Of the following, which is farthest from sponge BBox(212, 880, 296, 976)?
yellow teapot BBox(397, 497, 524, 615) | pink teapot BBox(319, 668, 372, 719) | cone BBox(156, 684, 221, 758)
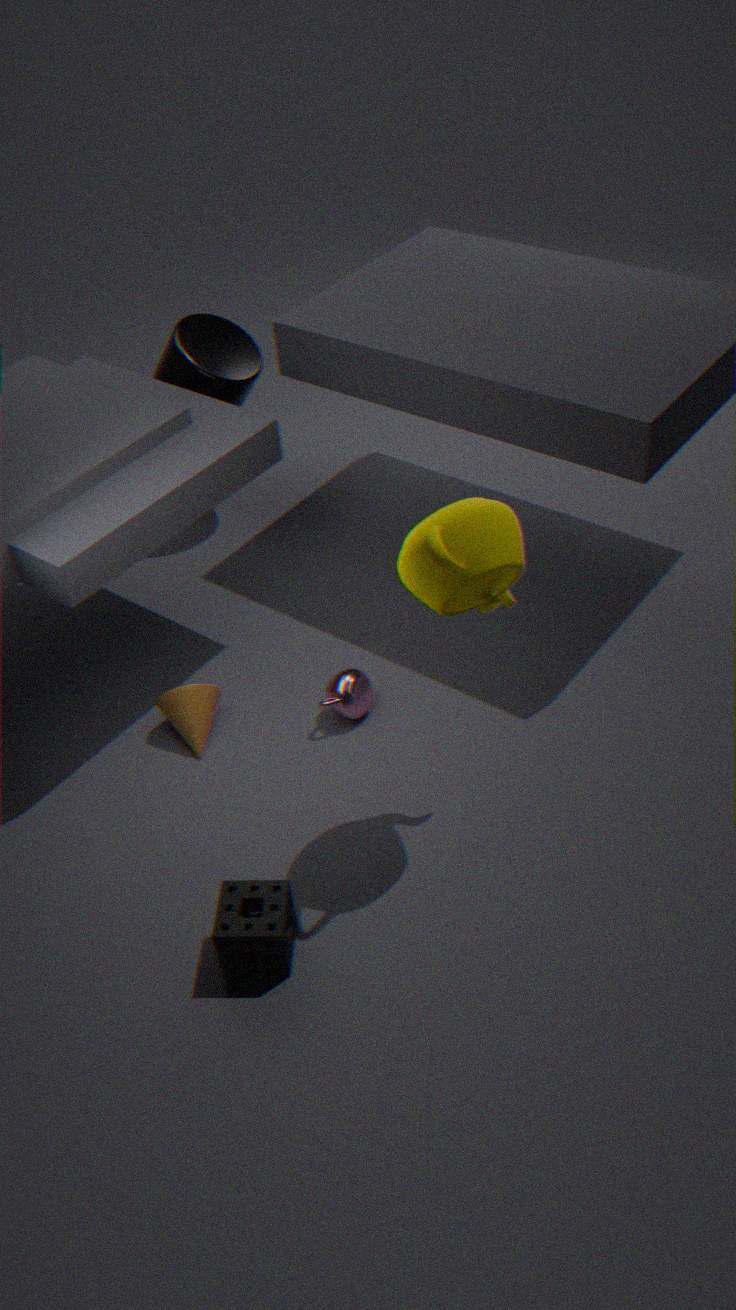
yellow teapot BBox(397, 497, 524, 615)
